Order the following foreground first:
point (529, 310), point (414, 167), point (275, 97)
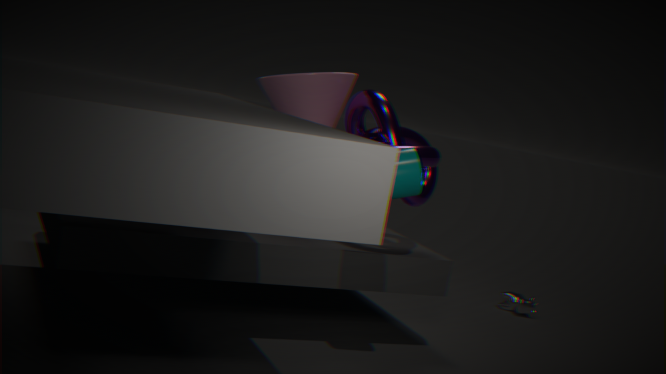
point (414, 167) < point (275, 97) < point (529, 310)
